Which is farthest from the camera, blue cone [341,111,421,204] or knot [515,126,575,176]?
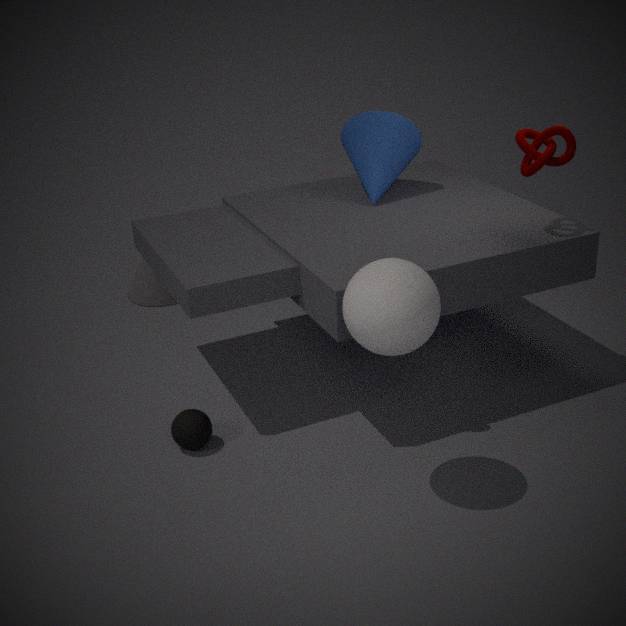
blue cone [341,111,421,204]
